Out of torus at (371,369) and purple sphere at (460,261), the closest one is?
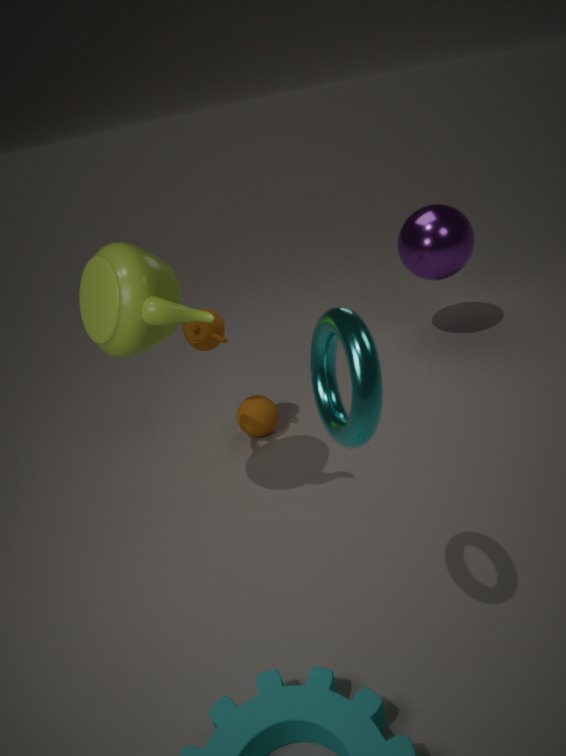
torus at (371,369)
